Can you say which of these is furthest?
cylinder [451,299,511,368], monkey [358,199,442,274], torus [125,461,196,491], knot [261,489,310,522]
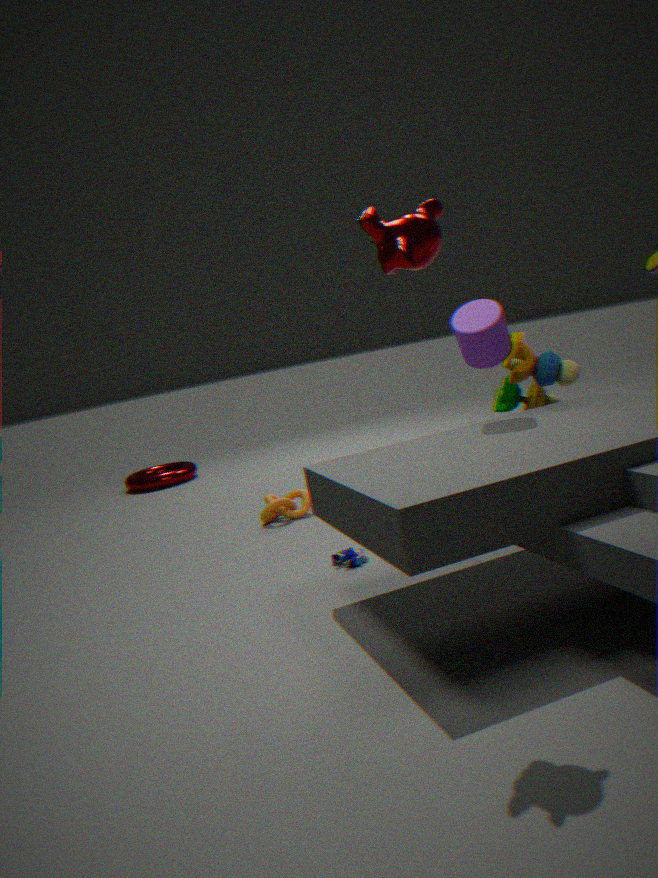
torus [125,461,196,491]
